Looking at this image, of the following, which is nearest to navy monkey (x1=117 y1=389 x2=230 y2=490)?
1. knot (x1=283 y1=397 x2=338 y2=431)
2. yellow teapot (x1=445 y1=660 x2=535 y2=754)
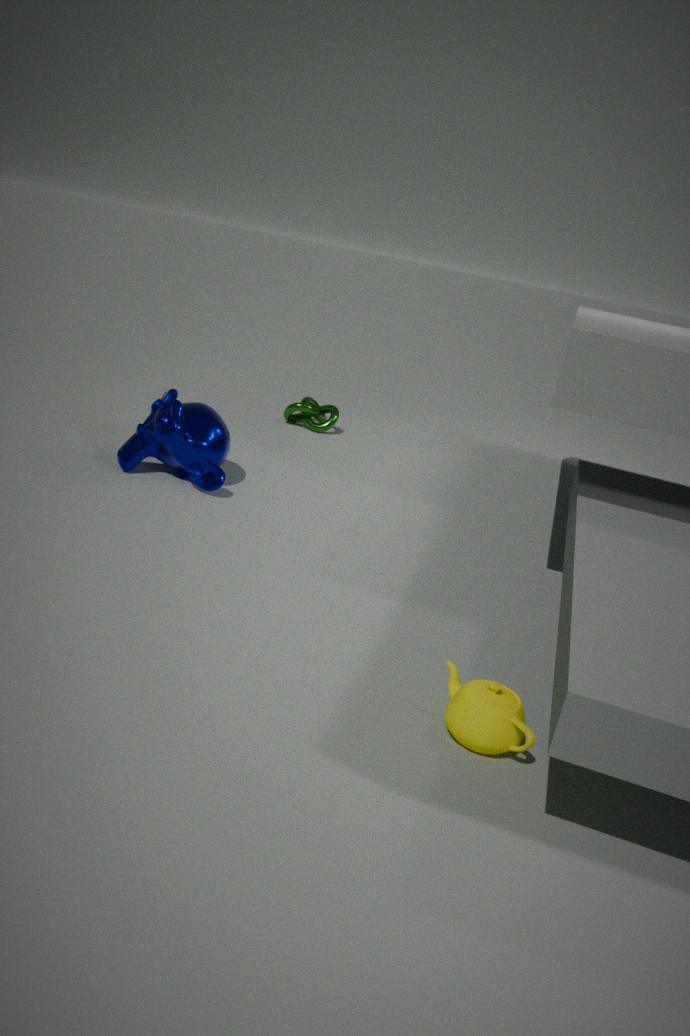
knot (x1=283 y1=397 x2=338 y2=431)
